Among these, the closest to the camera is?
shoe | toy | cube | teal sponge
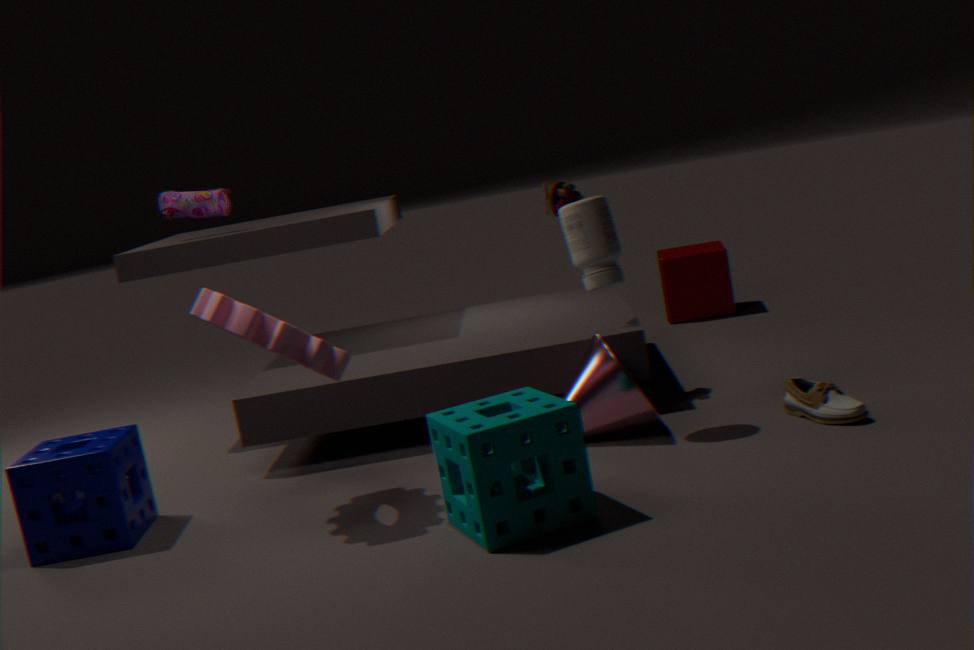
teal sponge
